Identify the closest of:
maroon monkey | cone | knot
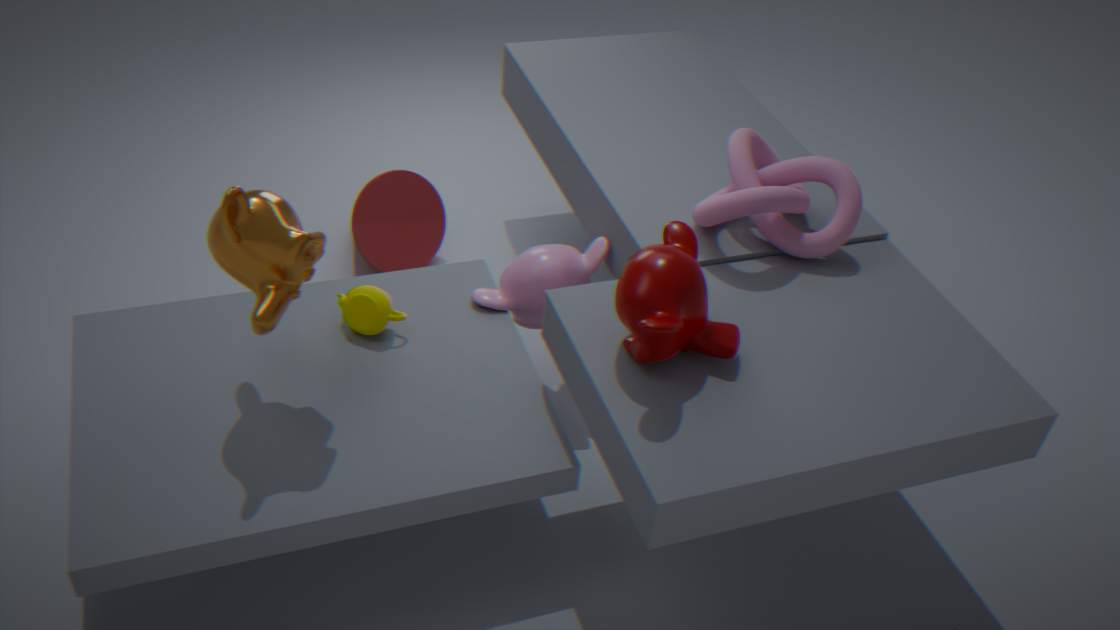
maroon monkey
